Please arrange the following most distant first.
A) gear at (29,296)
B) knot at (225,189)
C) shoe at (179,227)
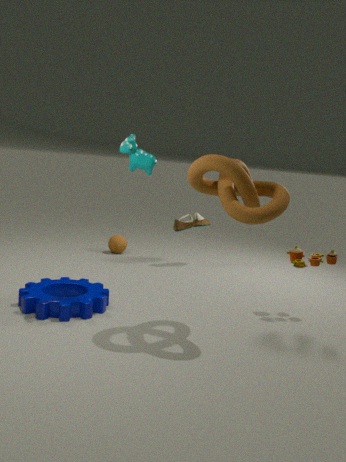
shoe at (179,227)
gear at (29,296)
knot at (225,189)
